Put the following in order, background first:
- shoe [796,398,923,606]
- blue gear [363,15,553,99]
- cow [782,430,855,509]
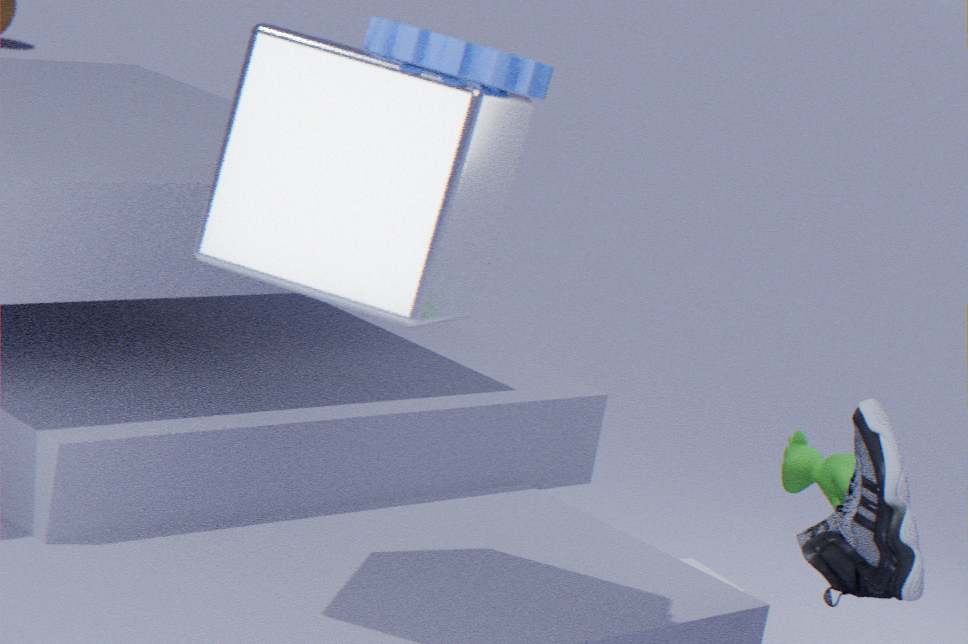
cow [782,430,855,509] < shoe [796,398,923,606] < blue gear [363,15,553,99]
